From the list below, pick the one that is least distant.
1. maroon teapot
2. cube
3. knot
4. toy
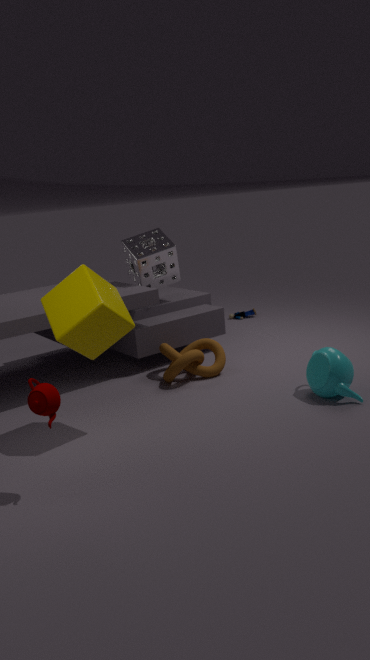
maroon teapot
